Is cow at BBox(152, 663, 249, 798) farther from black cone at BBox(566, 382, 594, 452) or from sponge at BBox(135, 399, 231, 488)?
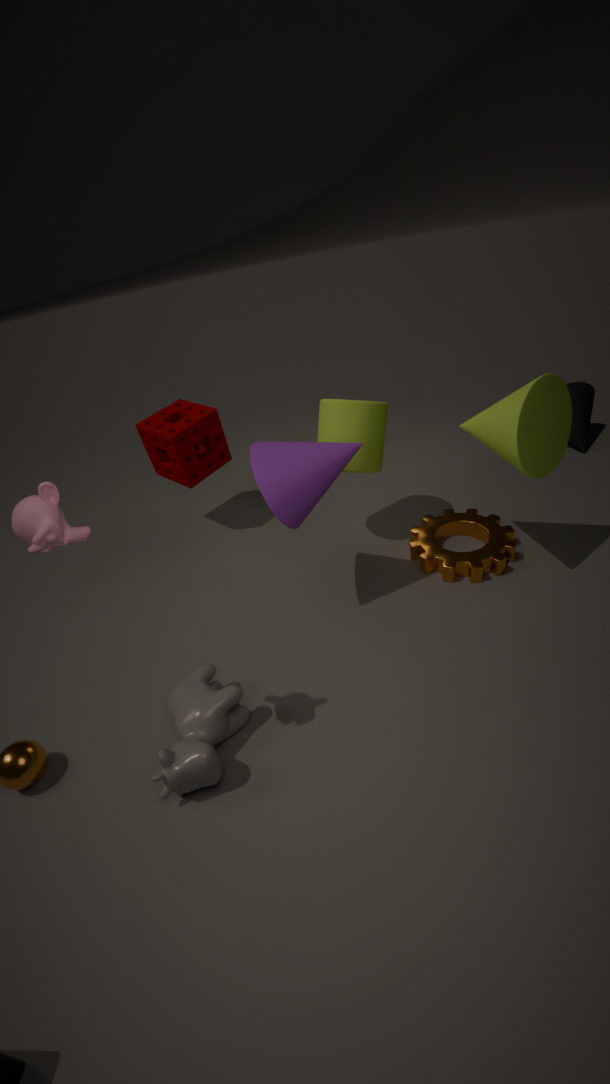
black cone at BBox(566, 382, 594, 452)
